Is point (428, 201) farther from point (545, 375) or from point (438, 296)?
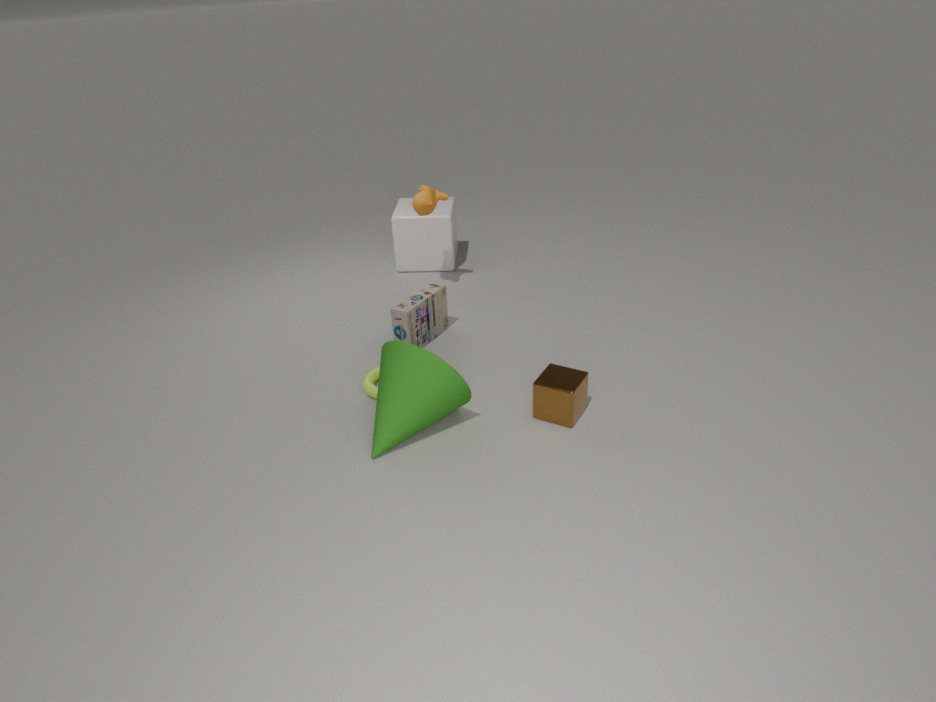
point (545, 375)
